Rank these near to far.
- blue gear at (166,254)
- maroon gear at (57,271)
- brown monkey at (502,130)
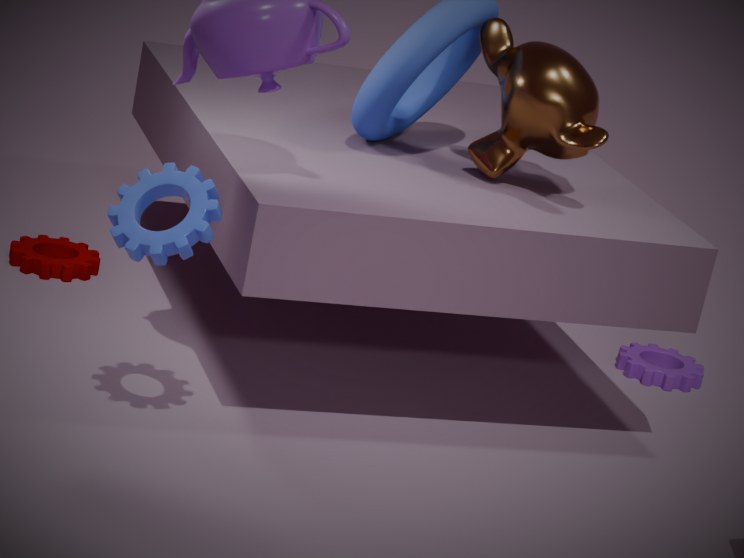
blue gear at (166,254), brown monkey at (502,130), maroon gear at (57,271)
